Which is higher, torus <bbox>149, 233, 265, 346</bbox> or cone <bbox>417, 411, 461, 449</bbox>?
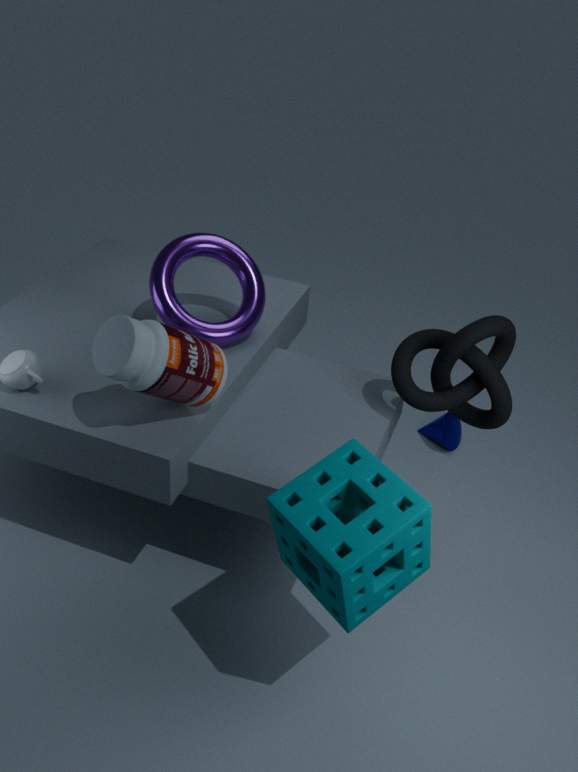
Result: torus <bbox>149, 233, 265, 346</bbox>
